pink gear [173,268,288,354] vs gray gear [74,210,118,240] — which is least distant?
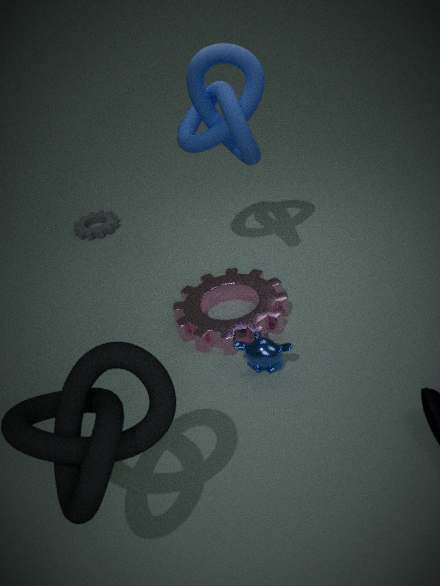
pink gear [173,268,288,354]
